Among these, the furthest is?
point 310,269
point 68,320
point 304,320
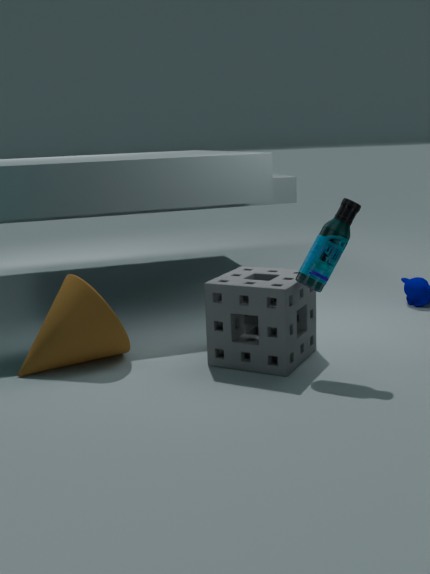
point 304,320
